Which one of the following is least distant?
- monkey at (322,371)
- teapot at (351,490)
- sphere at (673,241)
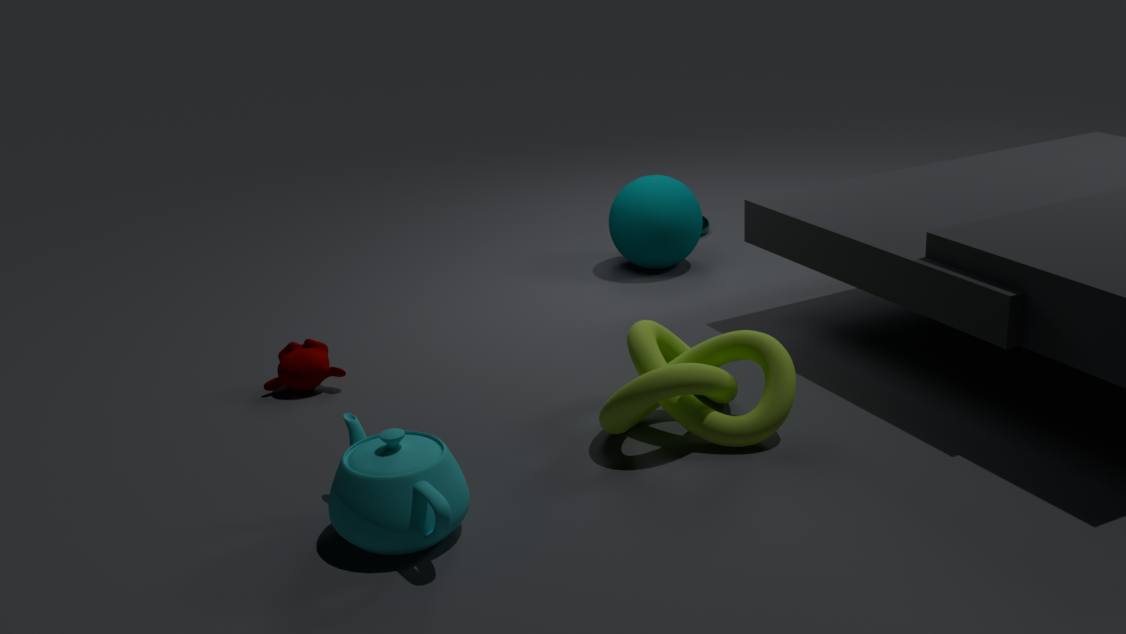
teapot at (351,490)
